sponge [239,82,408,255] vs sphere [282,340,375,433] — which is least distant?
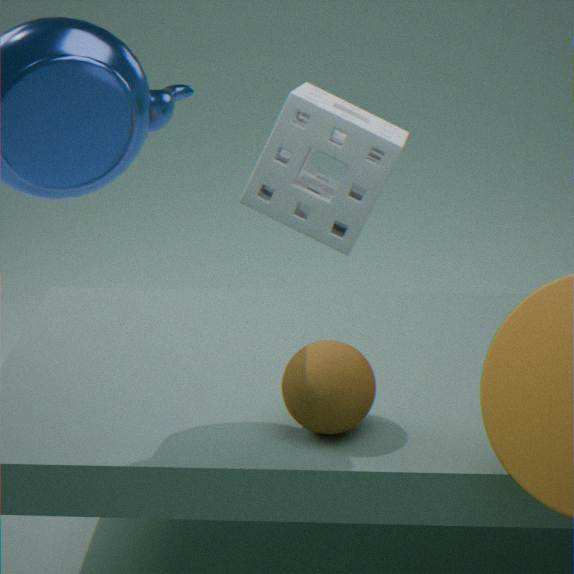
sponge [239,82,408,255]
